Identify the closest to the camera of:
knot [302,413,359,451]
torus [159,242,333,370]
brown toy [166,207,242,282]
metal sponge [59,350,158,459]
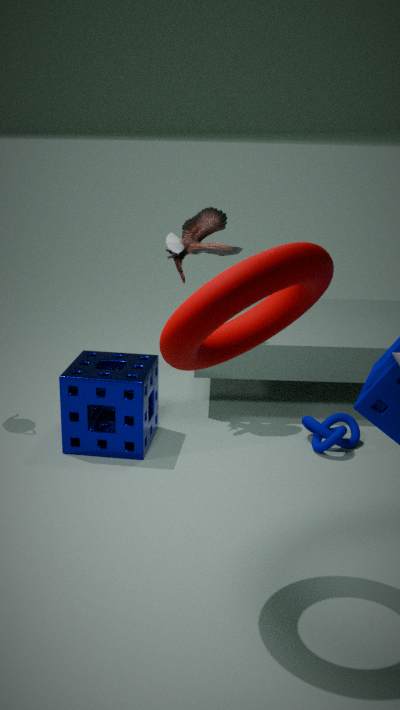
torus [159,242,333,370]
